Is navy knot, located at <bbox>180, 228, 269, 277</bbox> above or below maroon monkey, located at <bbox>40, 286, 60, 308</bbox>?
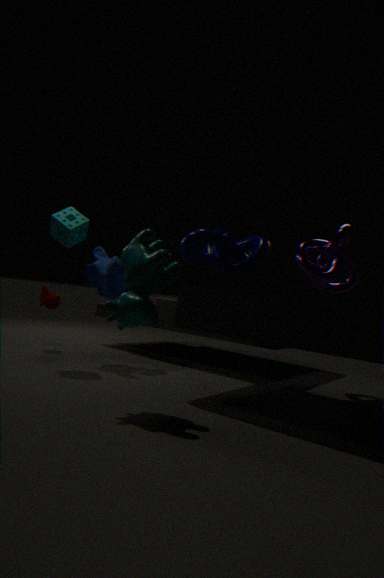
above
